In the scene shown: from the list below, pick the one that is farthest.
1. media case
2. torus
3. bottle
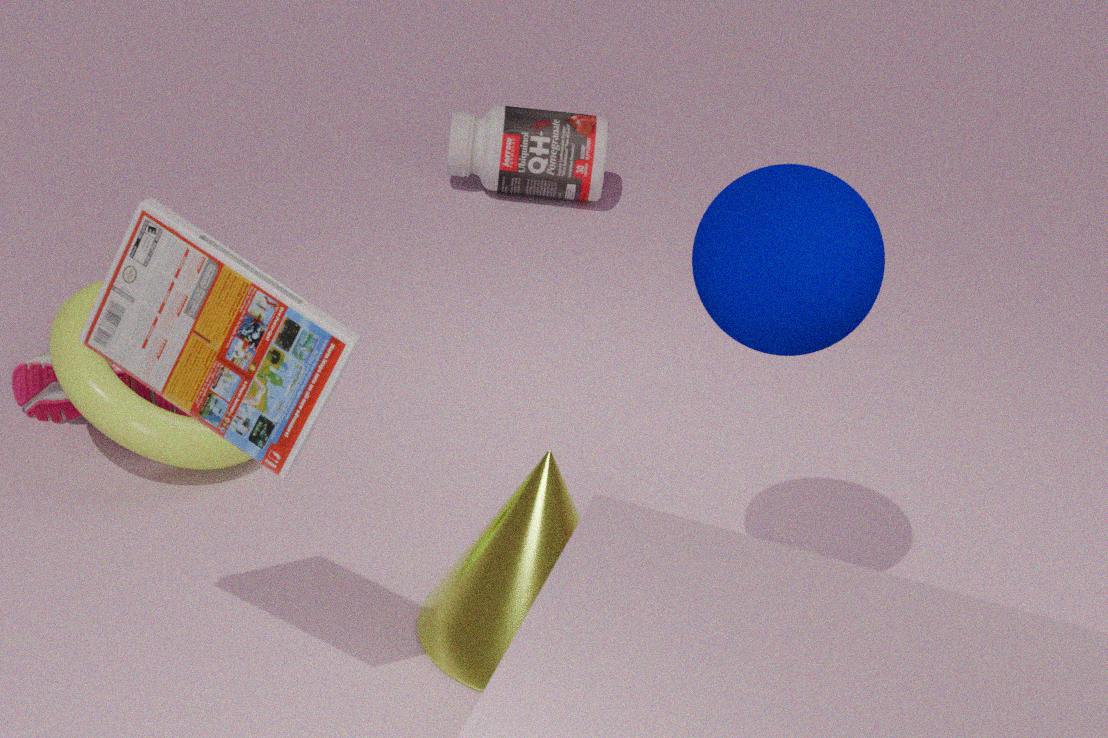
bottle
